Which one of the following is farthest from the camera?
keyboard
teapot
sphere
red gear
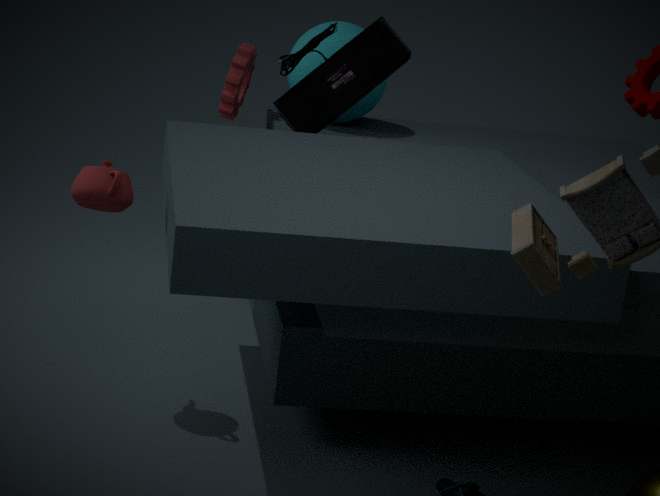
red gear
